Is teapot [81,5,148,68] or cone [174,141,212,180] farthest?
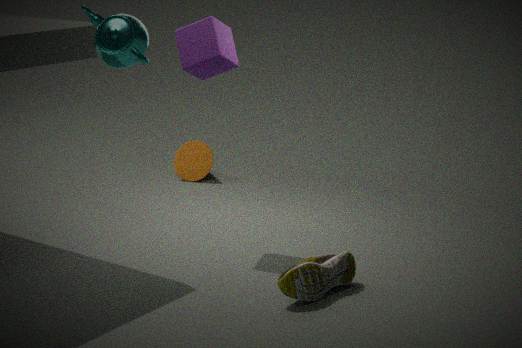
cone [174,141,212,180]
